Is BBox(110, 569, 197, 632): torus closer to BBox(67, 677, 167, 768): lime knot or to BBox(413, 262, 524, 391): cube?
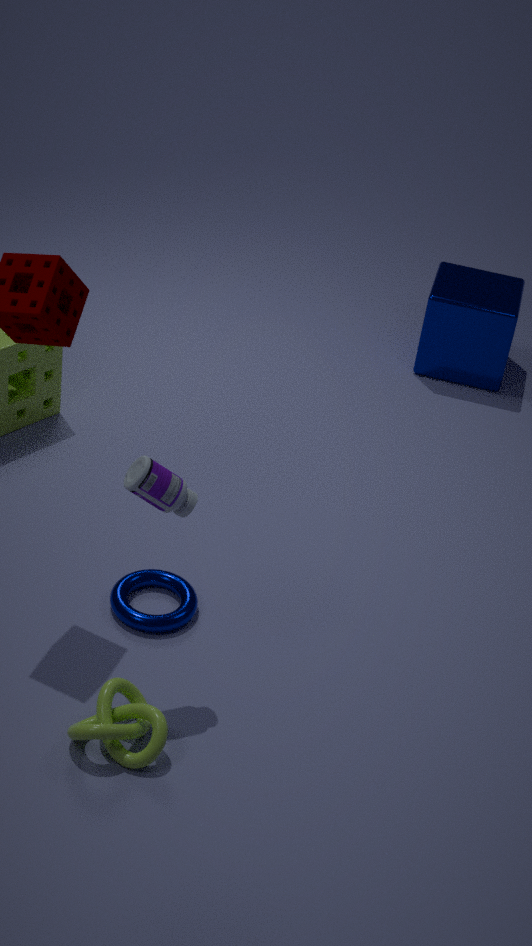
BBox(67, 677, 167, 768): lime knot
